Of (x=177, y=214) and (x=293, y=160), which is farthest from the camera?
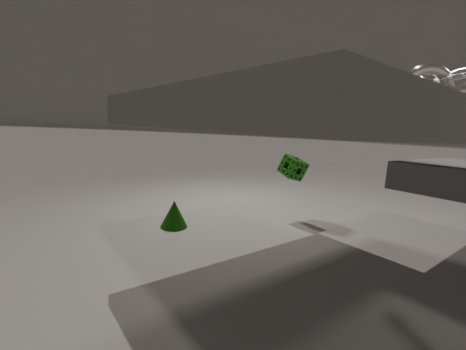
(x=293, y=160)
